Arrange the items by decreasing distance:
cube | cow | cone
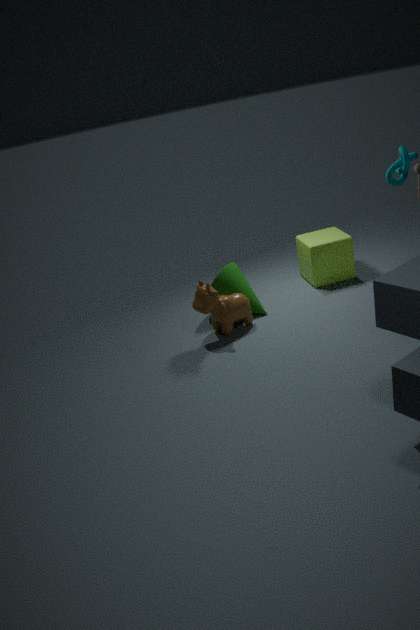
cube → cone → cow
